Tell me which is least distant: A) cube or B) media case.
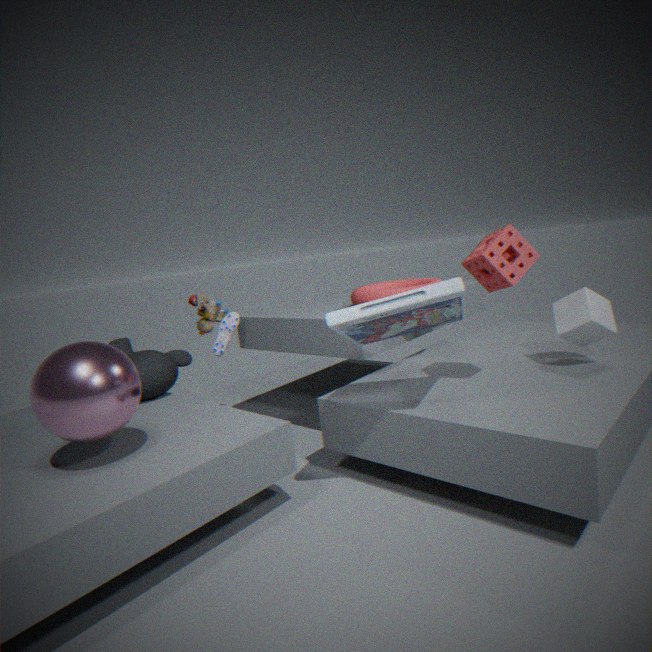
B. media case
